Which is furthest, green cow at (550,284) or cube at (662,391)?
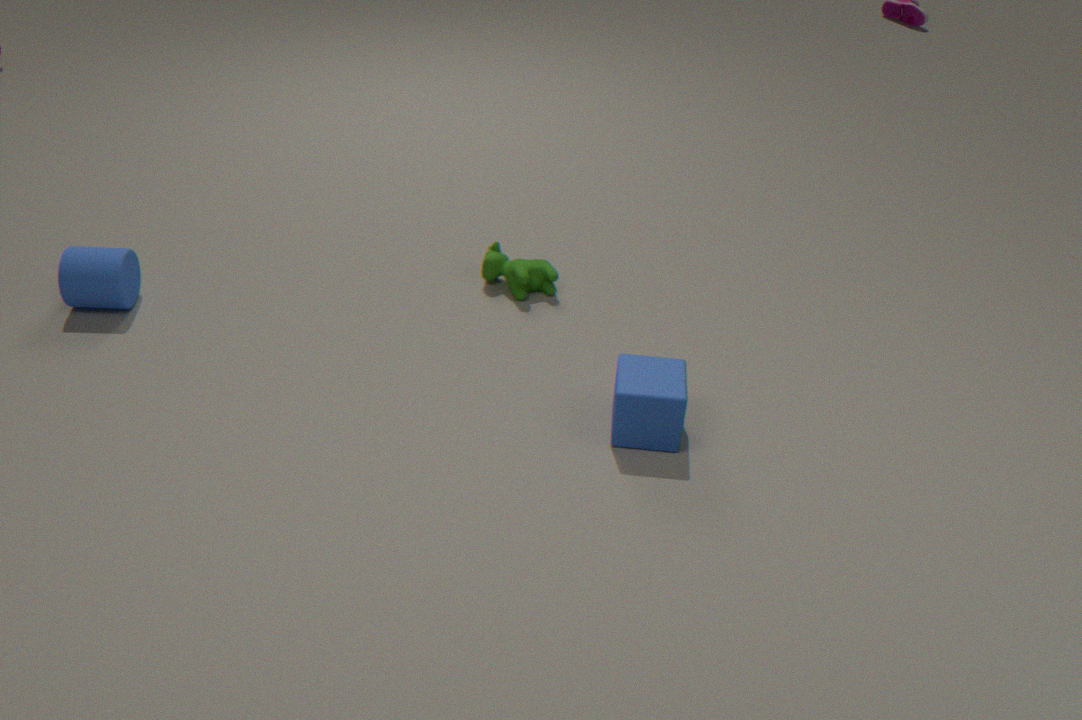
green cow at (550,284)
